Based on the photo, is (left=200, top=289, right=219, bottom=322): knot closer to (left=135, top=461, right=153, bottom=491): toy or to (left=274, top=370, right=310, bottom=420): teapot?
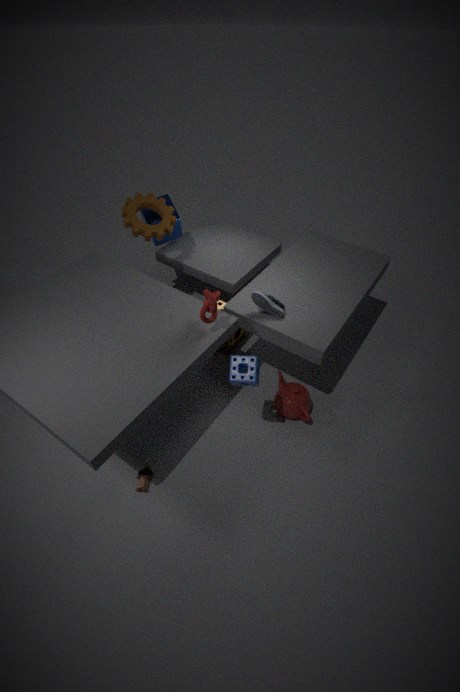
(left=274, top=370, right=310, bottom=420): teapot
